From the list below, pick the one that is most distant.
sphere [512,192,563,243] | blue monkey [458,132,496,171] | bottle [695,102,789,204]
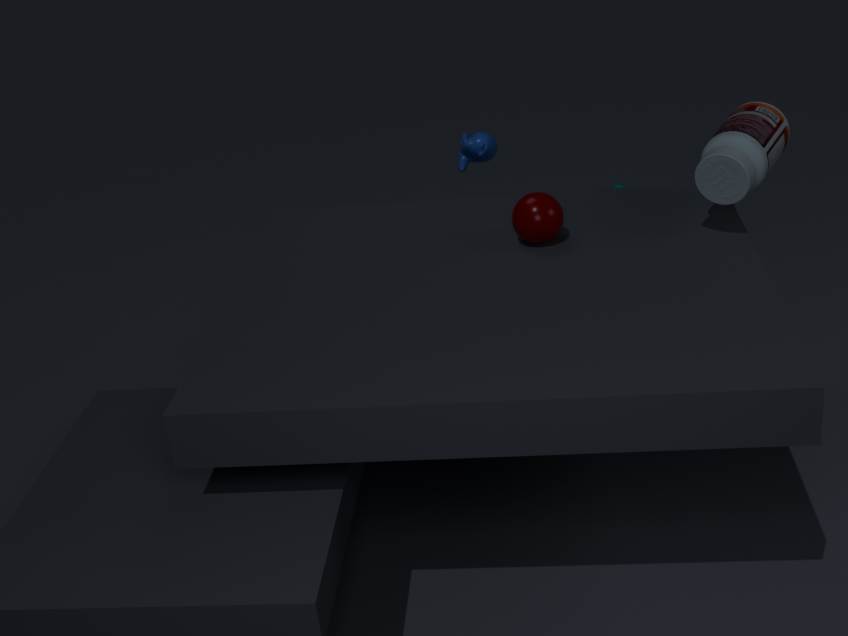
blue monkey [458,132,496,171]
